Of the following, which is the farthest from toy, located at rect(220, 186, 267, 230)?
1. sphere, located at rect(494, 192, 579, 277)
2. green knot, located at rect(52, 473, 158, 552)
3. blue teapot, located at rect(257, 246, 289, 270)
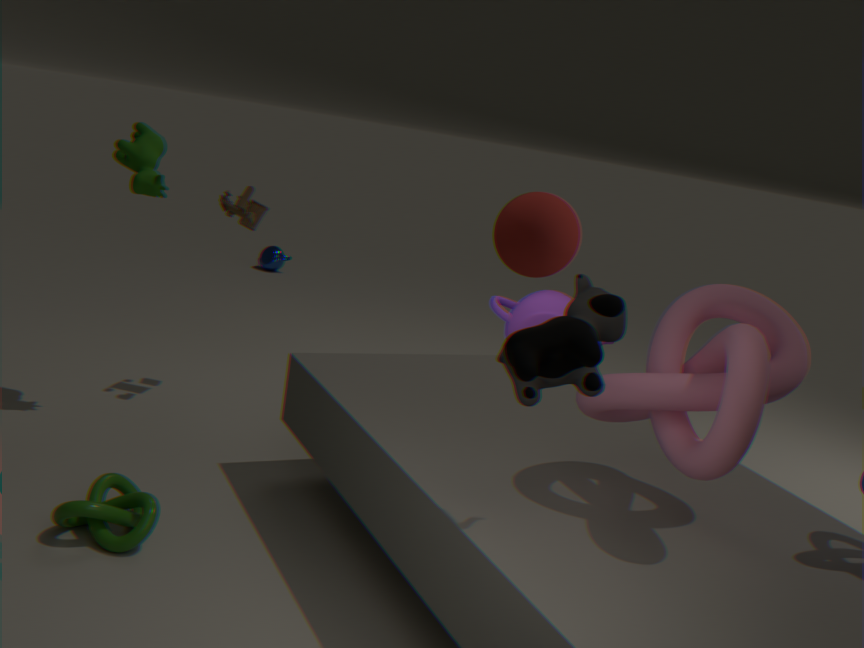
blue teapot, located at rect(257, 246, 289, 270)
